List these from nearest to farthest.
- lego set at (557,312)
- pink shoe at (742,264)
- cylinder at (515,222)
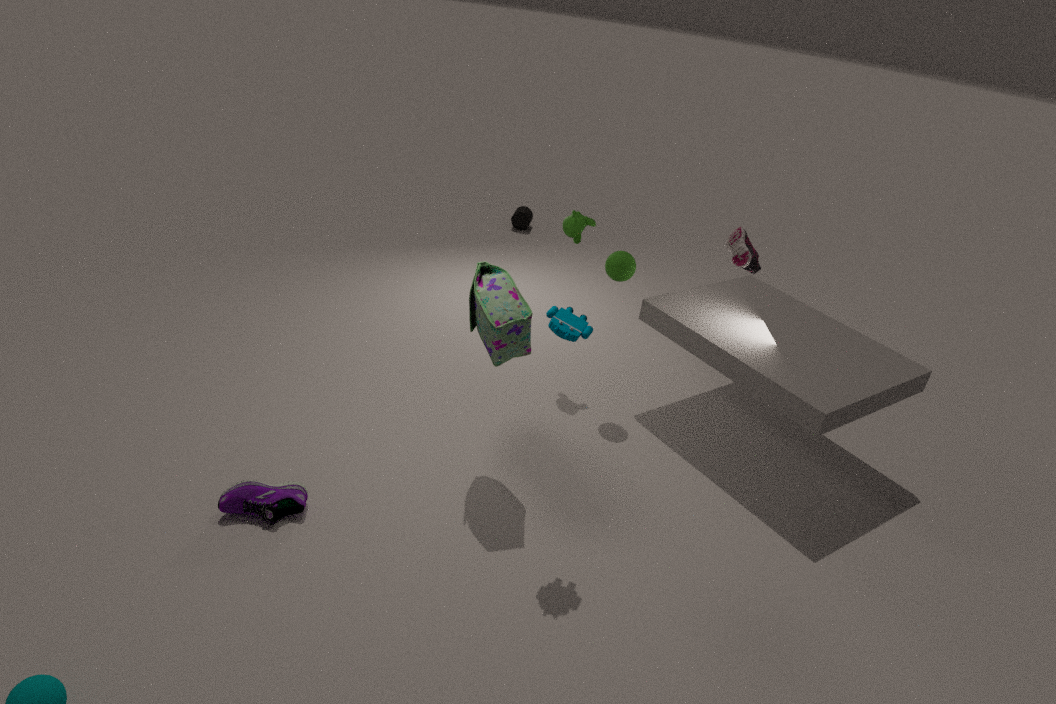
1. lego set at (557,312)
2. pink shoe at (742,264)
3. cylinder at (515,222)
